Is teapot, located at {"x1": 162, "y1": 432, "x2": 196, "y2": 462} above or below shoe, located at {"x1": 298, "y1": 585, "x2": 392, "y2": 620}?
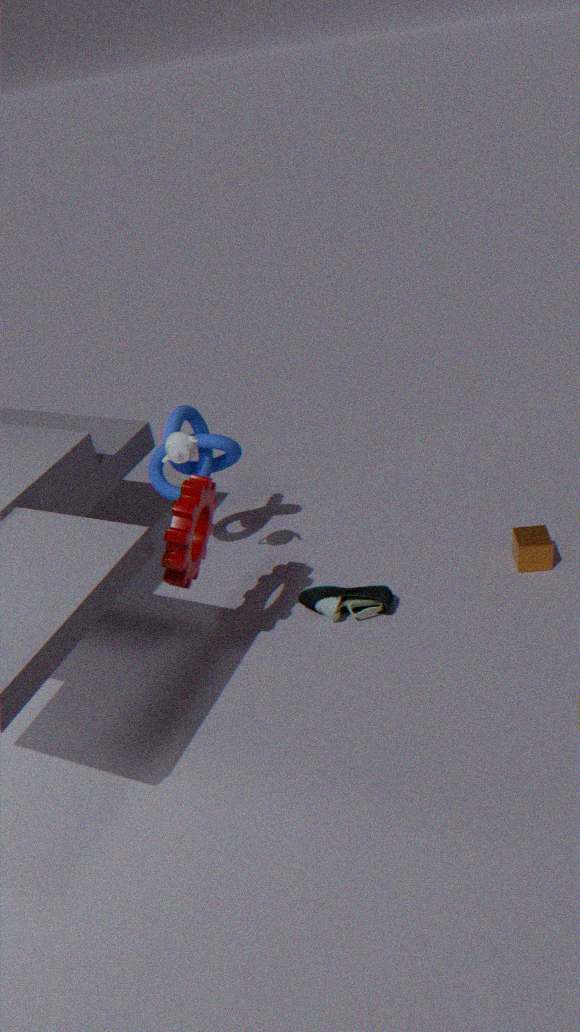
above
